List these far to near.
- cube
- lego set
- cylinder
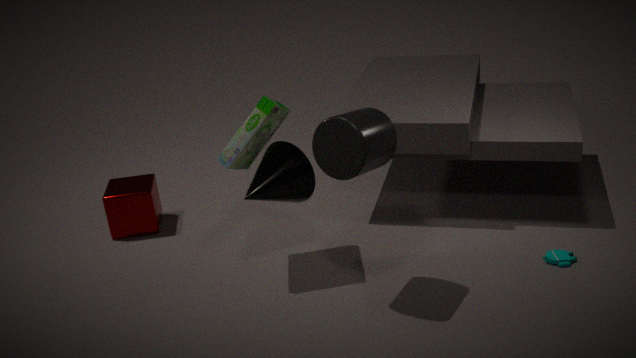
cube
lego set
cylinder
